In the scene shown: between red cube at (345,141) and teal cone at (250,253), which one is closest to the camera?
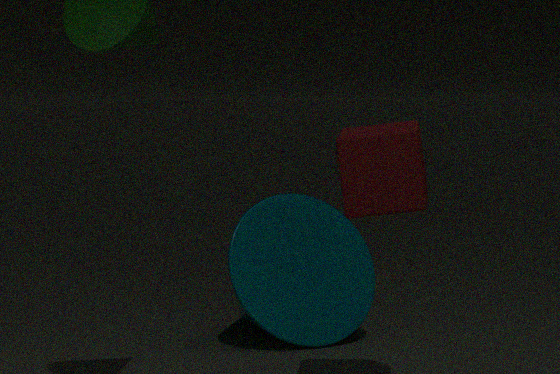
red cube at (345,141)
